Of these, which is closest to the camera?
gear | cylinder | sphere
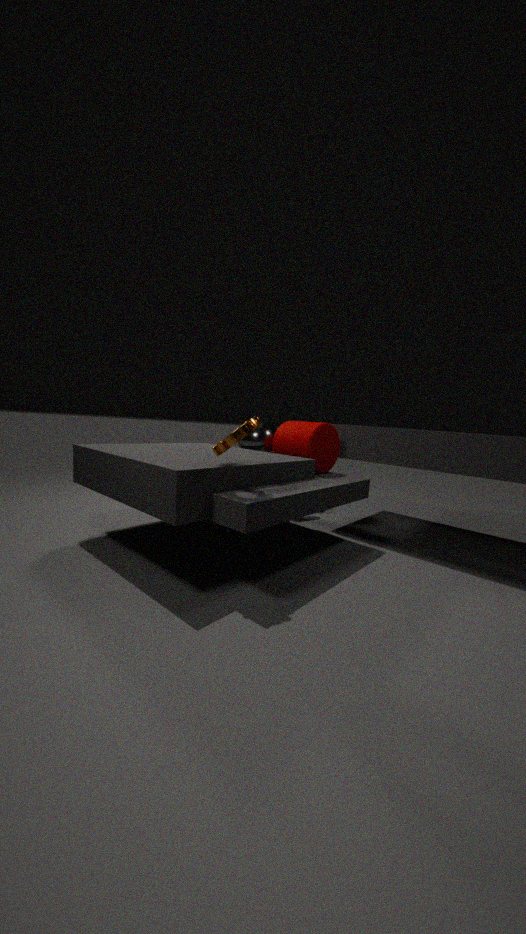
A: gear
